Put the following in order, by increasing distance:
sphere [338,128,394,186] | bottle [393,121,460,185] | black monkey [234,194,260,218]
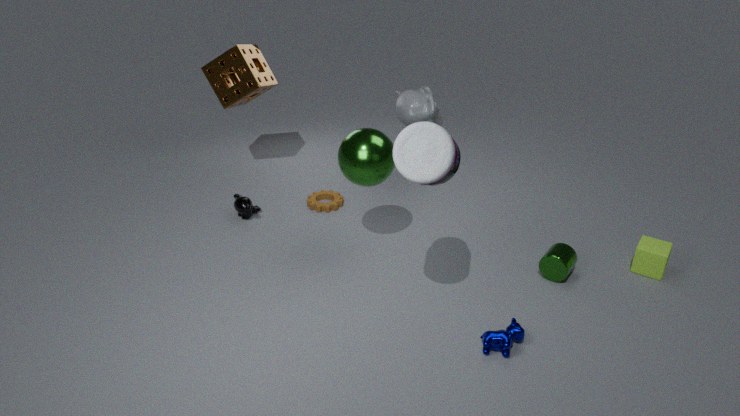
1. bottle [393,121,460,185]
2. sphere [338,128,394,186]
3. black monkey [234,194,260,218]
